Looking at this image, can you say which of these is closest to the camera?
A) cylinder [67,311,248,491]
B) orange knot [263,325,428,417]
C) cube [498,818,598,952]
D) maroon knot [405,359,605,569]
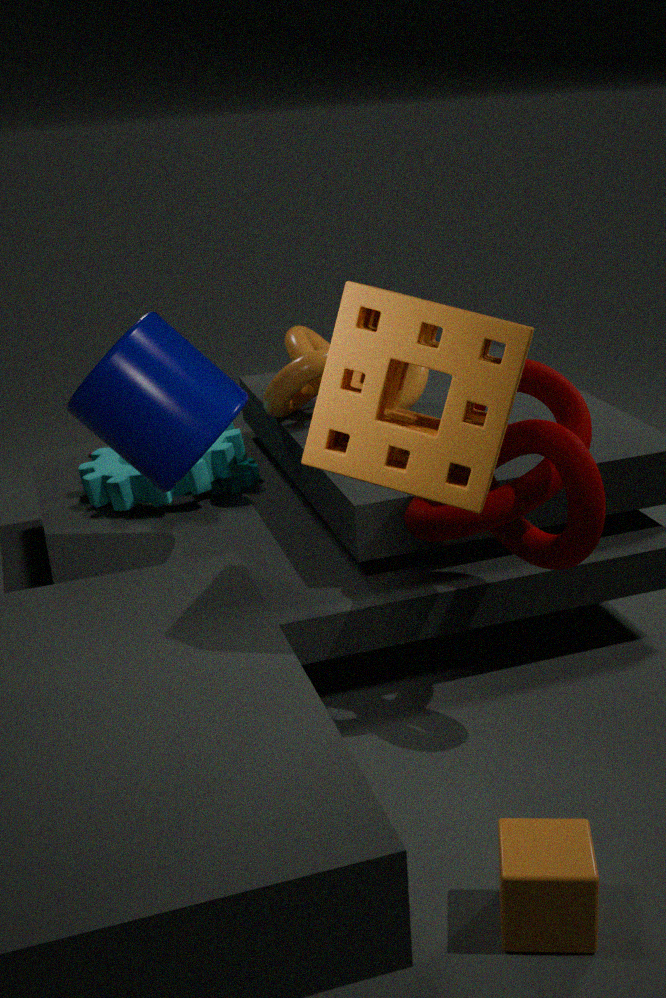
cube [498,818,598,952]
